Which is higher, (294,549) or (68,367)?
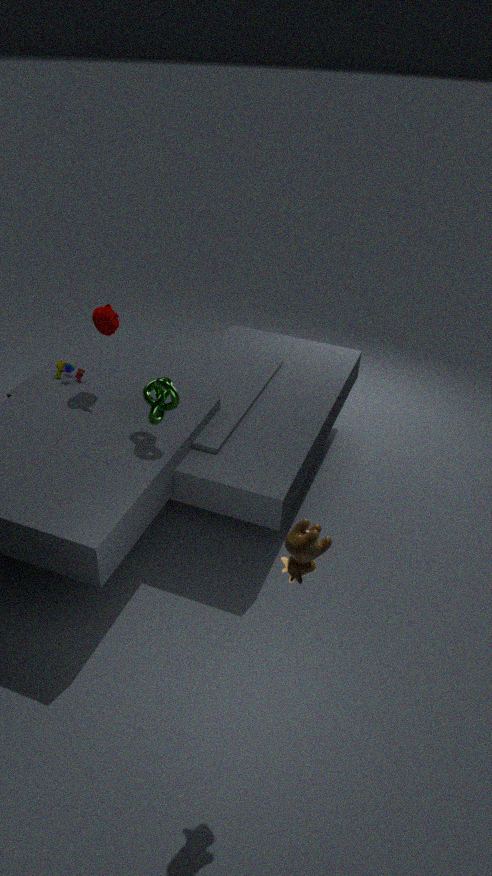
(294,549)
